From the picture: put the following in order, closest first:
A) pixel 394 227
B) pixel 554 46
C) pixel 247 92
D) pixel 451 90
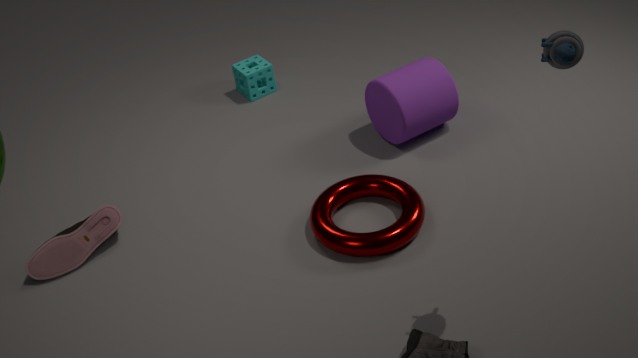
pixel 554 46 < pixel 394 227 < pixel 451 90 < pixel 247 92
